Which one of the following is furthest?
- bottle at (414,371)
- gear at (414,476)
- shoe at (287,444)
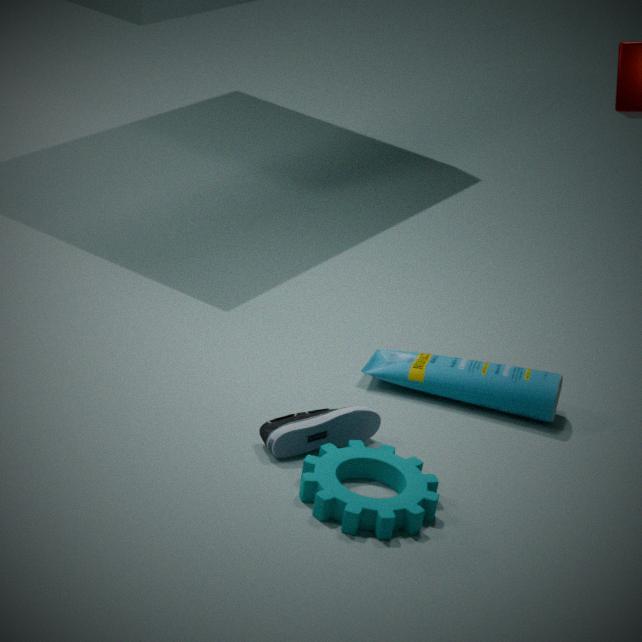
bottle at (414,371)
